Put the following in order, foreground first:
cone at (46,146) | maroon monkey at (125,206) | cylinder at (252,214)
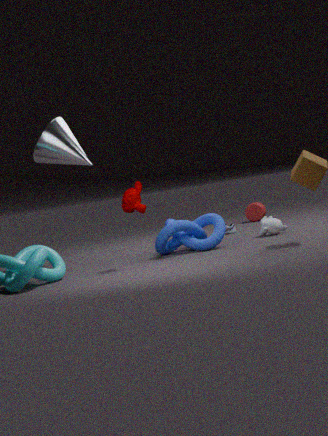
1. maroon monkey at (125,206)
2. cone at (46,146)
3. cylinder at (252,214)
